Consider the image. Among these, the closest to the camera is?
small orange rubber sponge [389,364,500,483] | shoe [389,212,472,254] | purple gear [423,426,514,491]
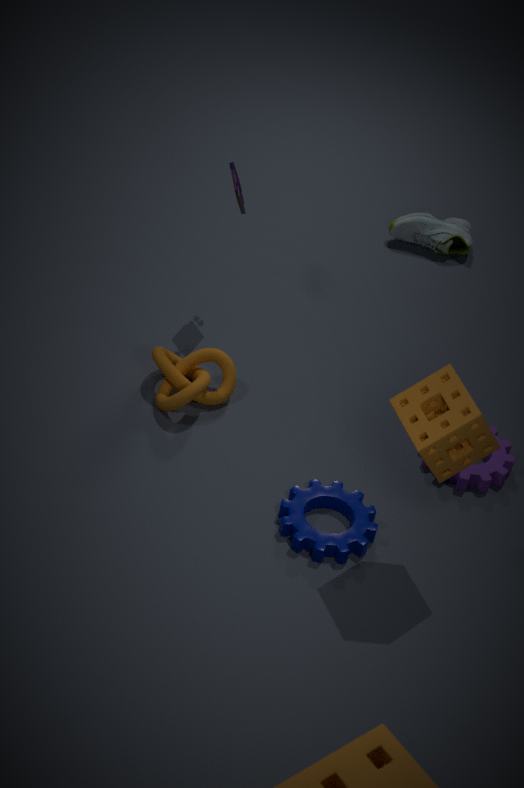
small orange rubber sponge [389,364,500,483]
